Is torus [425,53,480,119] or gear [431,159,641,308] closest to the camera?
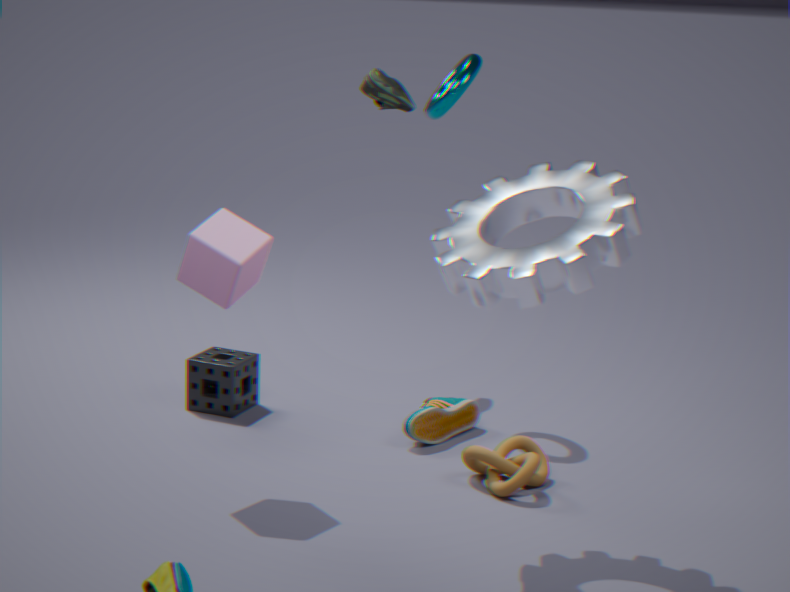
gear [431,159,641,308]
